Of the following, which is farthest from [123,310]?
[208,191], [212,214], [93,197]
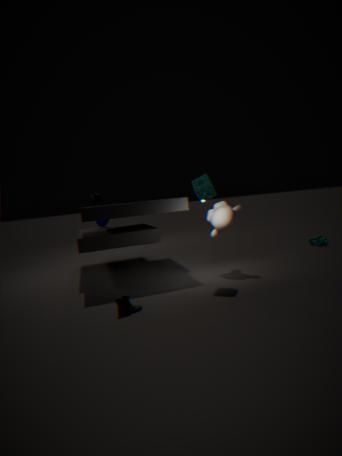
[93,197]
